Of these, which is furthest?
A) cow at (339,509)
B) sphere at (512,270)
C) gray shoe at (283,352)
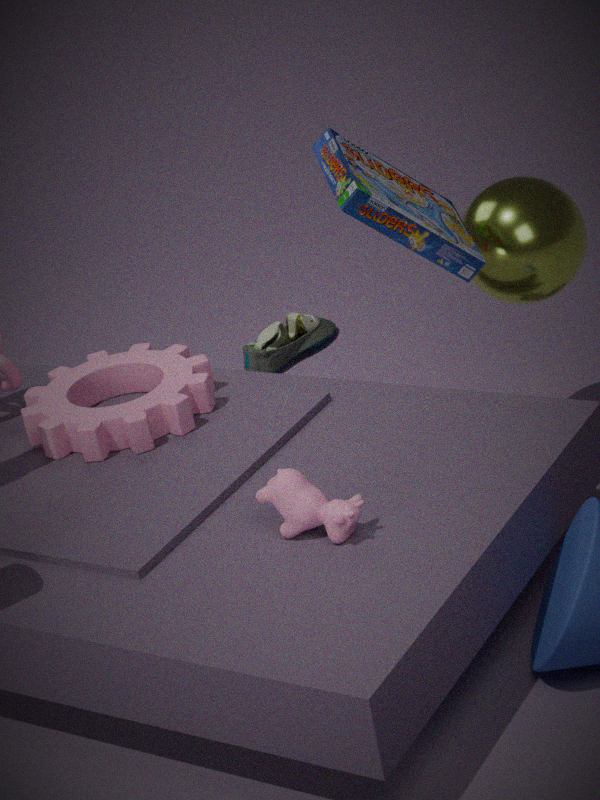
gray shoe at (283,352)
